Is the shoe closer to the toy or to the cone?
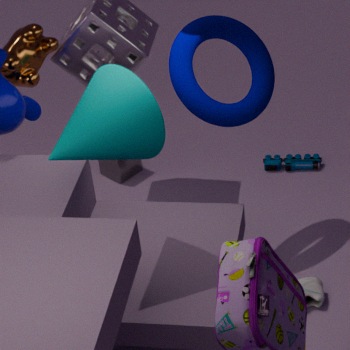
the cone
